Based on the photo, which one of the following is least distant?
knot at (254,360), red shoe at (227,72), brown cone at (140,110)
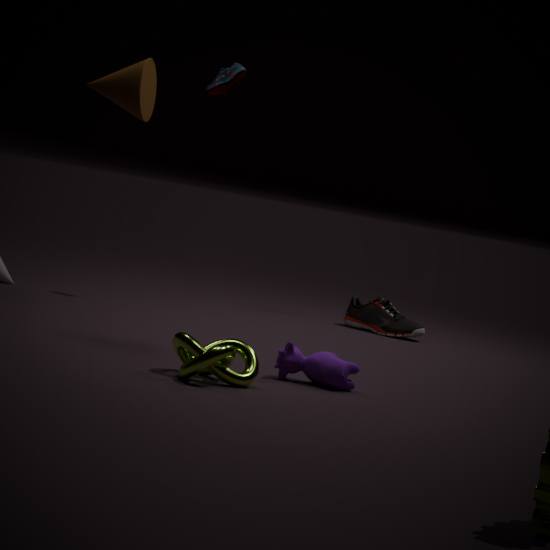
knot at (254,360)
